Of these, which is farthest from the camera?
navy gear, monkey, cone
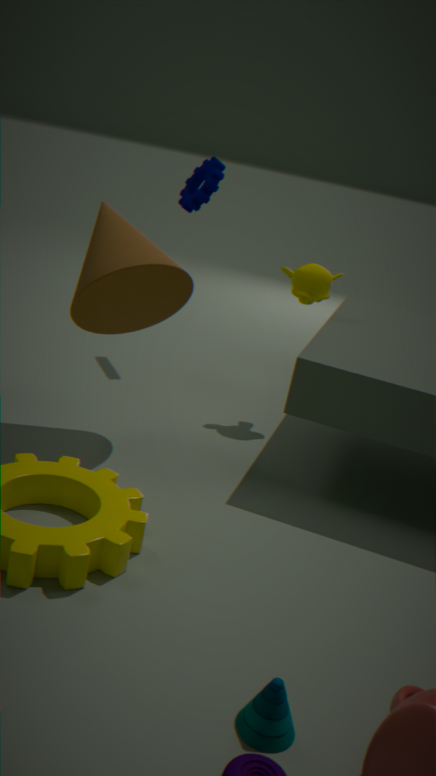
navy gear
